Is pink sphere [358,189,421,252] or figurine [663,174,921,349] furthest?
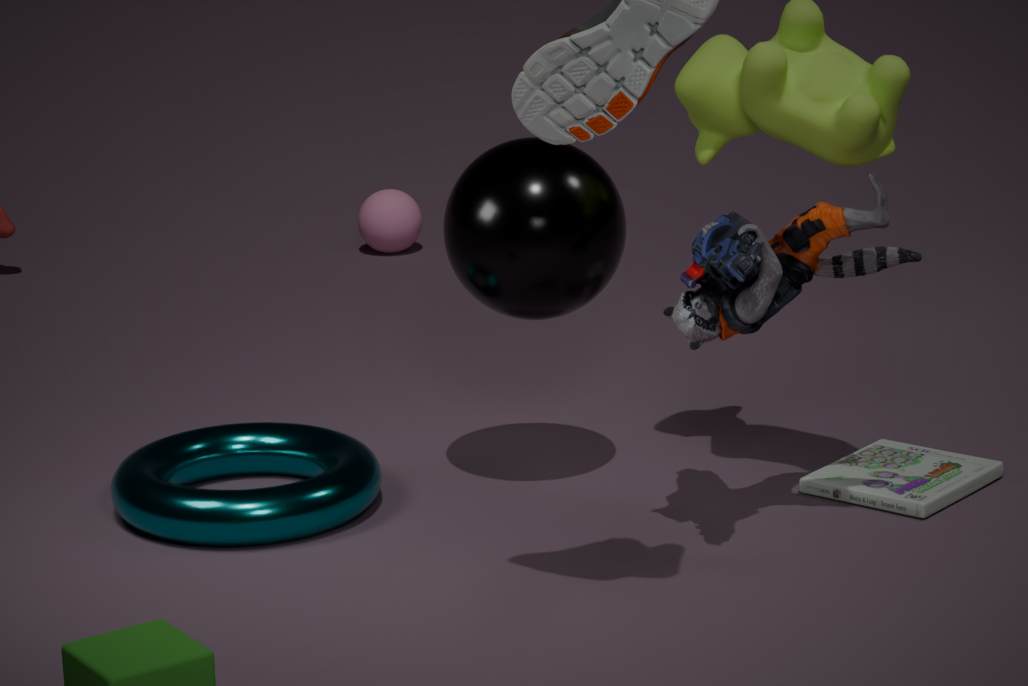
pink sphere [358,189,421,252]
